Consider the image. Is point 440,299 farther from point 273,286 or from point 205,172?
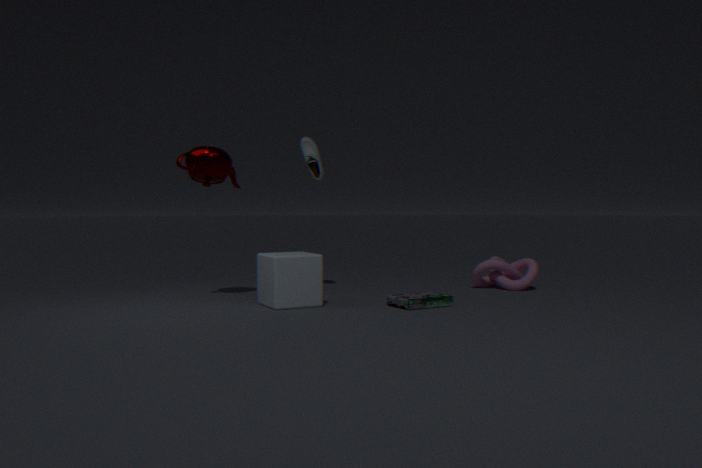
point 205,172
